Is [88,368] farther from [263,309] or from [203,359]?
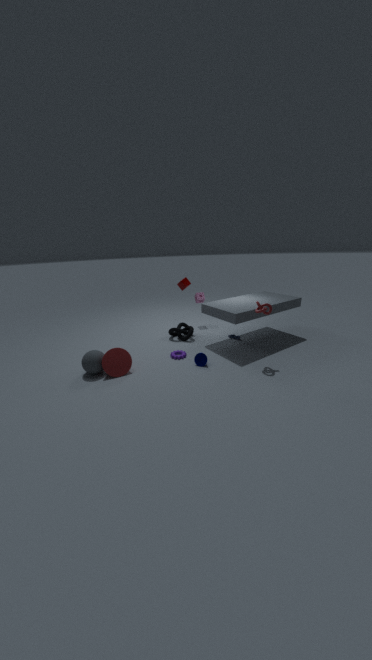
[263,309]
